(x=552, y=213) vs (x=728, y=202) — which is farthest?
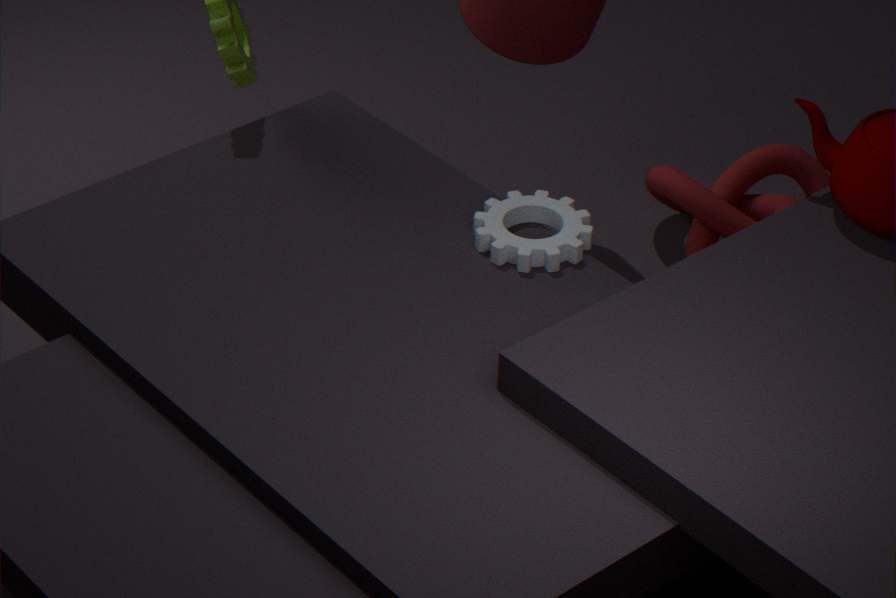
(x=728, y=202)
